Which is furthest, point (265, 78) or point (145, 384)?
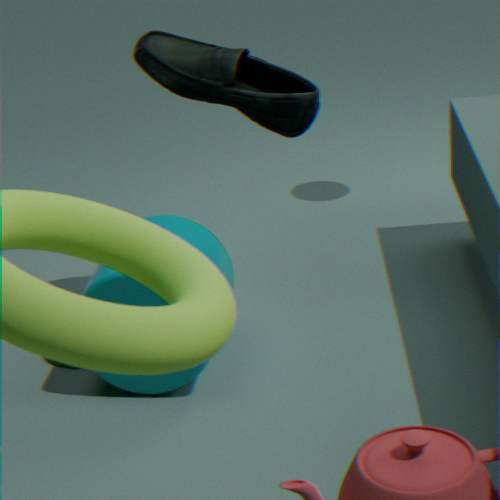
point (265, 78)
